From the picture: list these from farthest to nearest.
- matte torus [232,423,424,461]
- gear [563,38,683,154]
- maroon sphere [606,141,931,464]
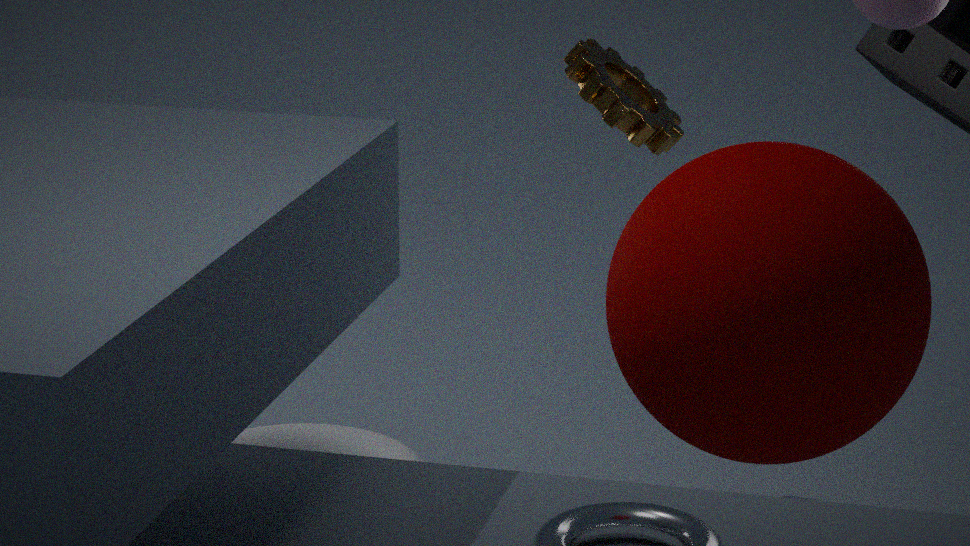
matte torus [232,423,424,461], gear [563,38,683,154], maroon sphere [606,141,931,464]
